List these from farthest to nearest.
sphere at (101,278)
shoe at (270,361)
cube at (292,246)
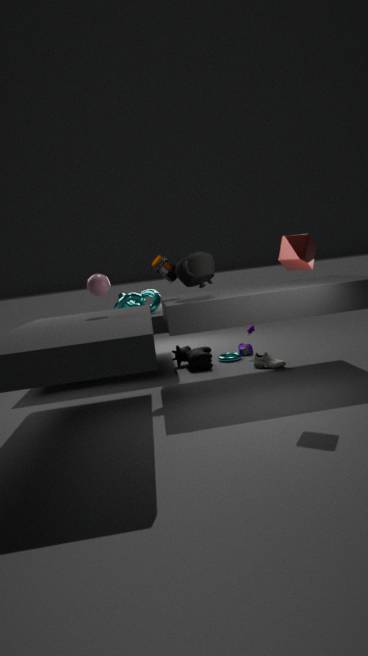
shoe at (270,361)
sphere at (101,278)
cube at (292,246)
